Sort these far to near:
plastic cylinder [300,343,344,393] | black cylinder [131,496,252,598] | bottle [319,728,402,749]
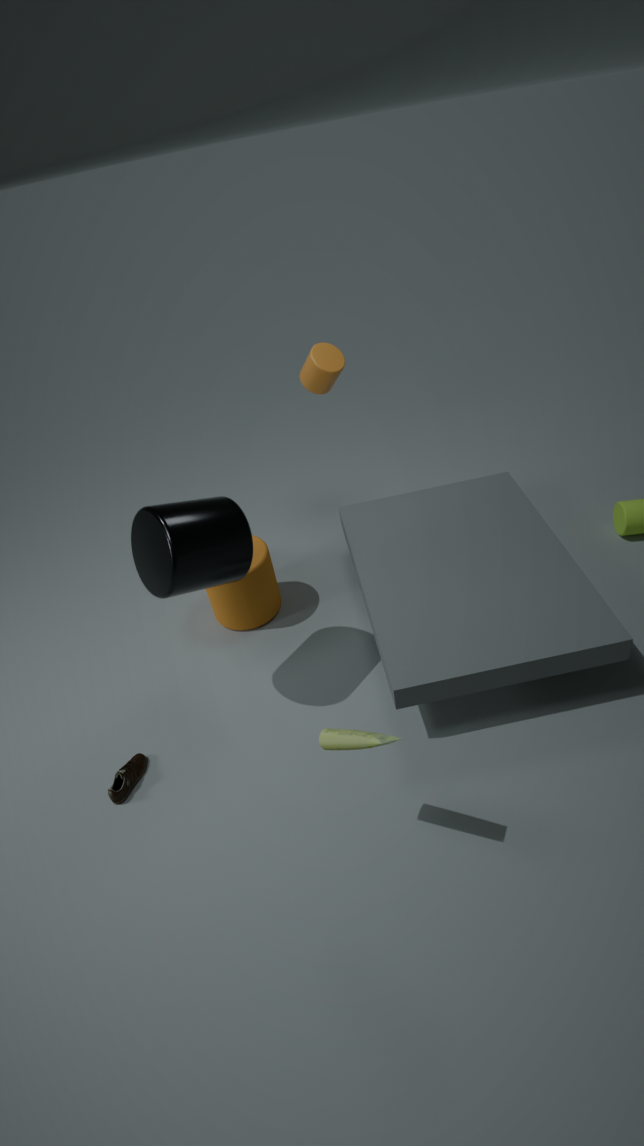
plastic cylinder [300,343,344,393], black cylinder [131,496,252,598], bottle [319,728,402,749]
